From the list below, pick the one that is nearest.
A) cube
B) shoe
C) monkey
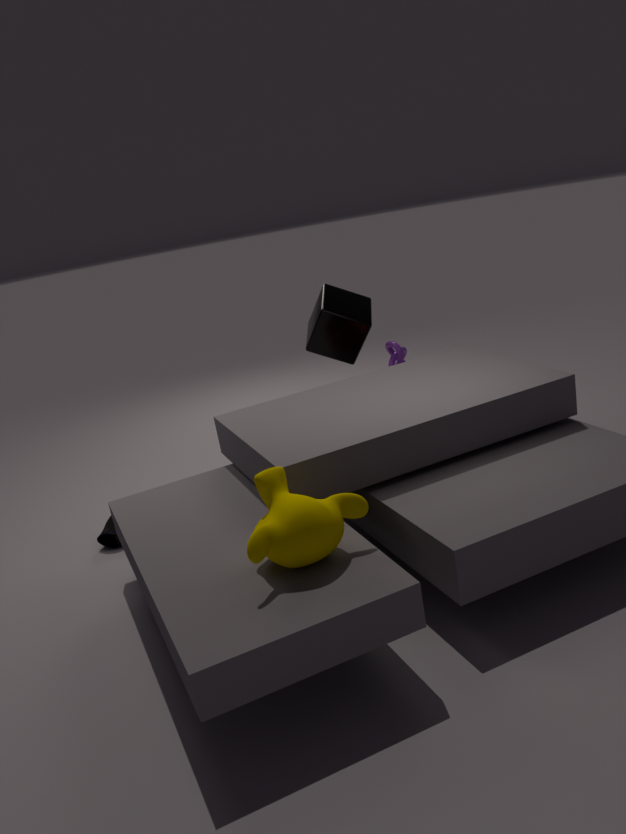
monkey
